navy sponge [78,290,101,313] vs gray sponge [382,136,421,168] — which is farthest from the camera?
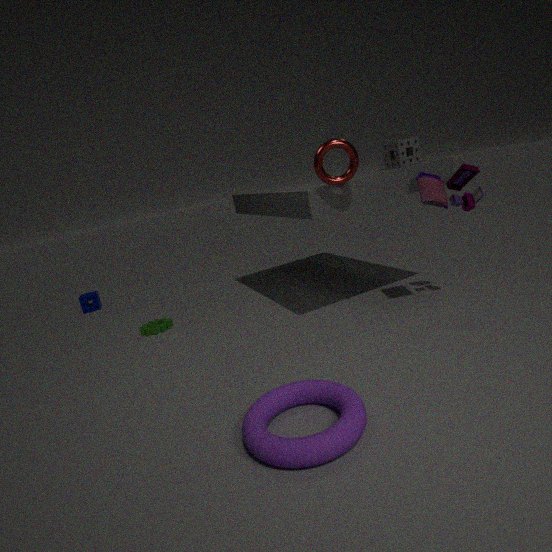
navy sponge [78,290,101,313]
